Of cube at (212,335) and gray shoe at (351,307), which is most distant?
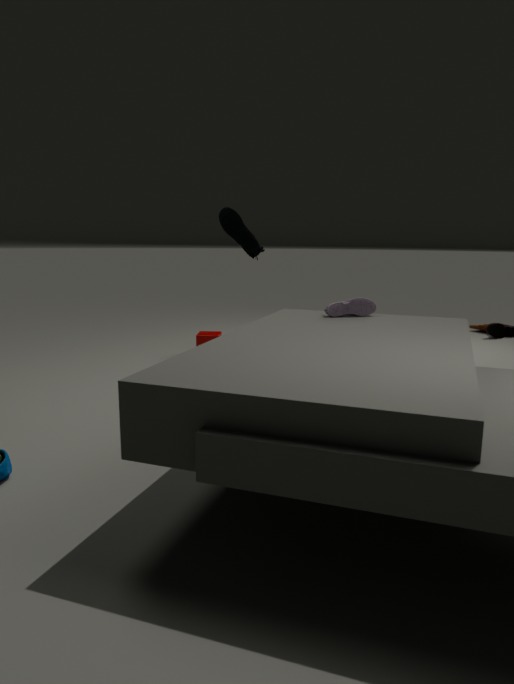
cube at (212,335)
